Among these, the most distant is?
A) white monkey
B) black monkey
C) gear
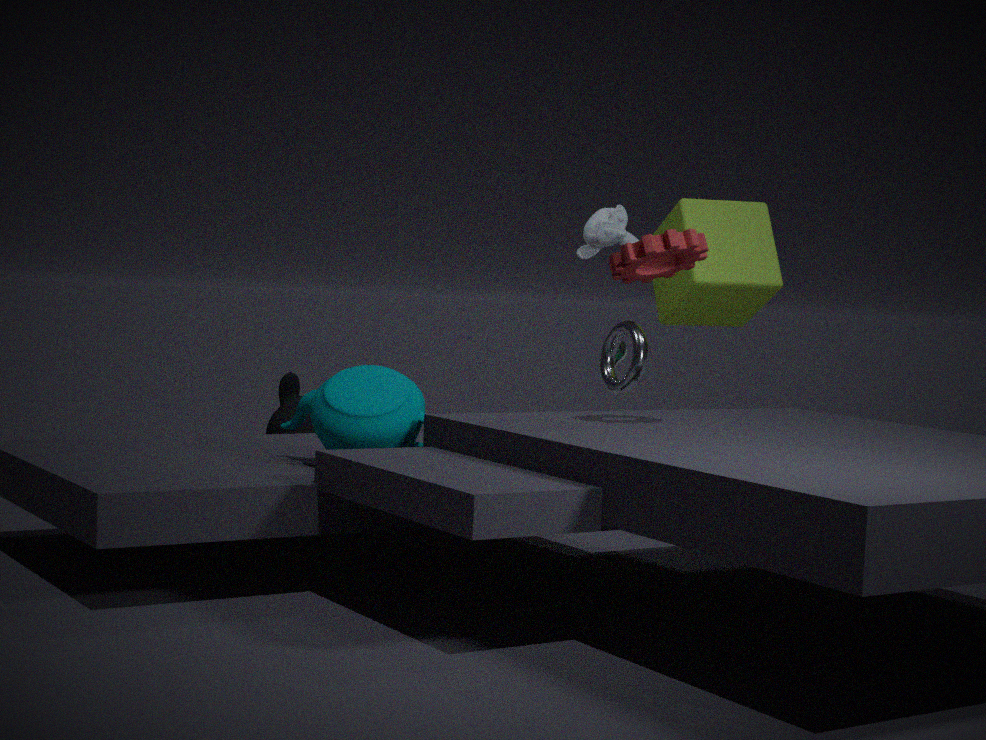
black monkey
